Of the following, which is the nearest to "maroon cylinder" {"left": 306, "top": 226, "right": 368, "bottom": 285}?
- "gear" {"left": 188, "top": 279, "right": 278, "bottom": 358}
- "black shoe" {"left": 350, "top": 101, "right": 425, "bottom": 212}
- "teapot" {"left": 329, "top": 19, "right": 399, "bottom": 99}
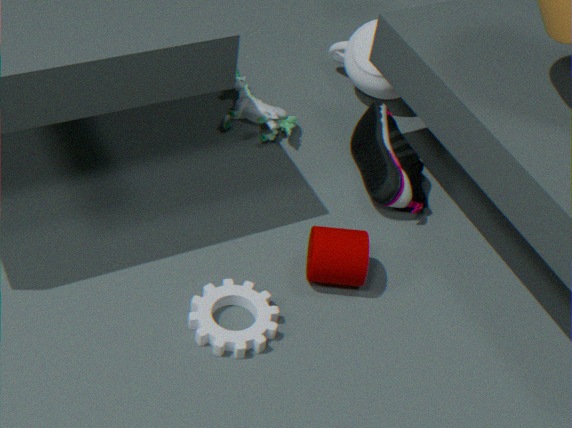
"gear" {"left": 188, "top": 279, "right": 278, "bottom": 358}
